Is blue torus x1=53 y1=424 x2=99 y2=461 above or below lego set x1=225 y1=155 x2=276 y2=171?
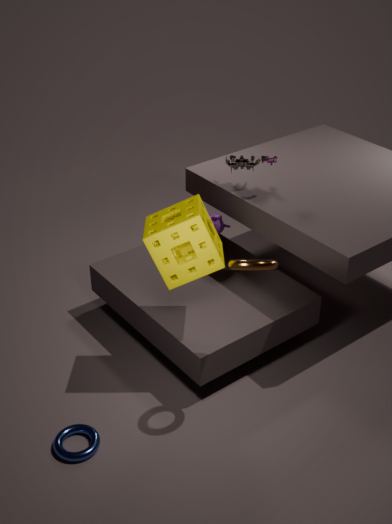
below
